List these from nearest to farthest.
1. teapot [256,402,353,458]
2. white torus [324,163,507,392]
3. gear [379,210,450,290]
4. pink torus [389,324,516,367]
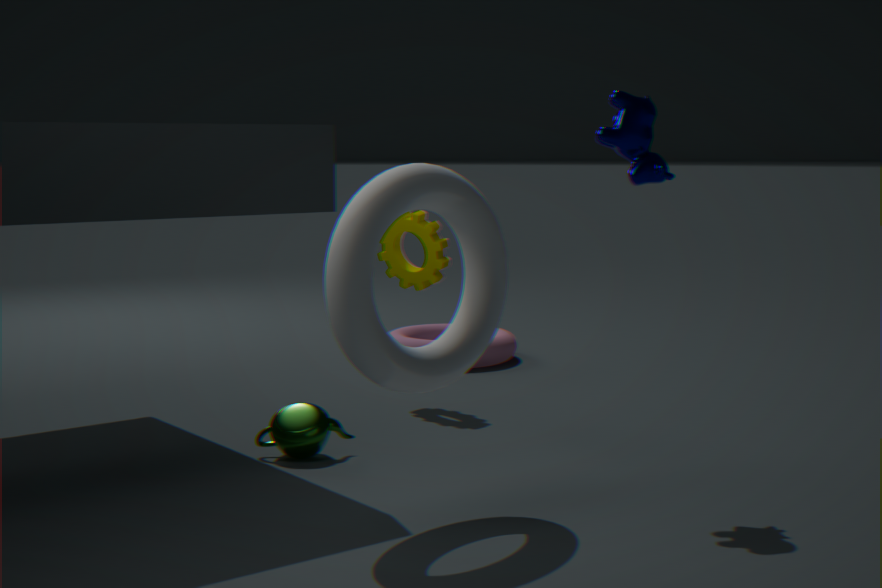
white torus [324,163,507,392]
teapot [256,402,353,458]
gear [379,210,450,290]
pink torus [389,324,516,367]
